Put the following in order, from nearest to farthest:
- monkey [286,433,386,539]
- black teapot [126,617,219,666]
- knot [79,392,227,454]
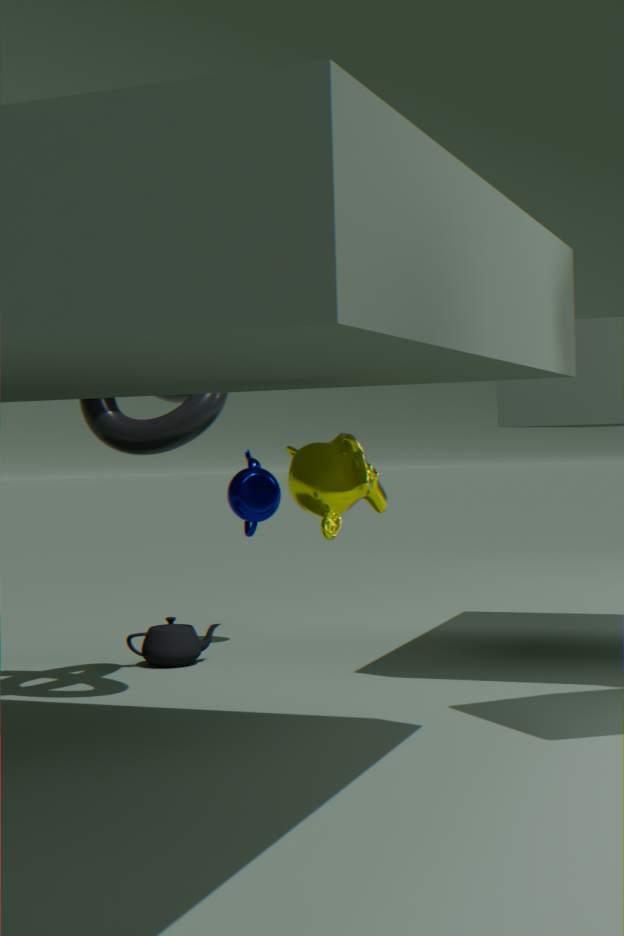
monkey [286,433,386,539] < knot [79,392,227,454] < black teapot [126,617,219,666]
